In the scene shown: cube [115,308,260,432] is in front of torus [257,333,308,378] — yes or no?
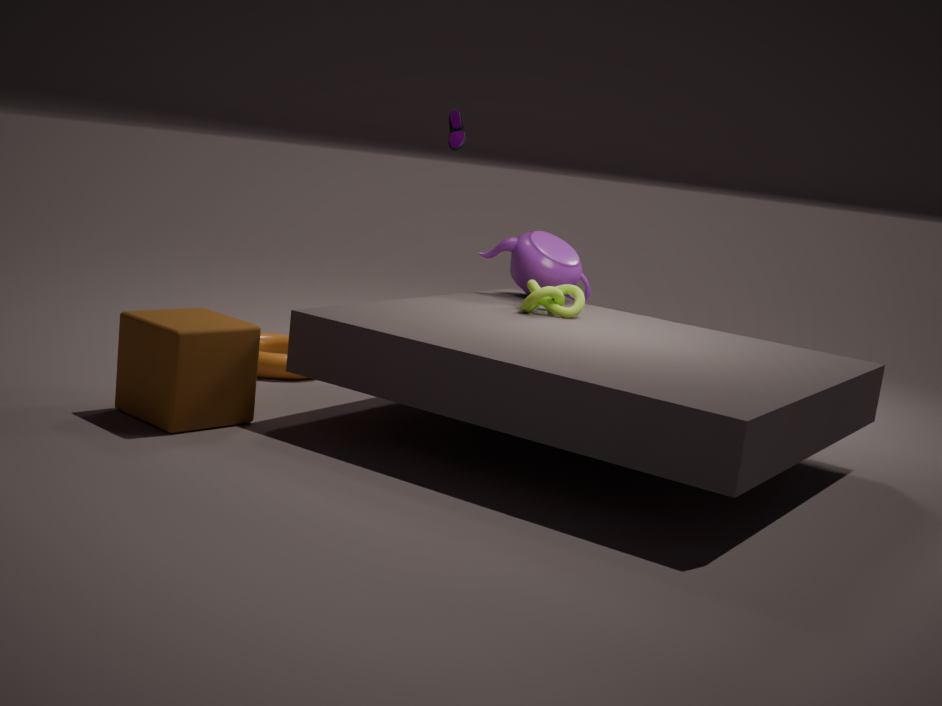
Yes
